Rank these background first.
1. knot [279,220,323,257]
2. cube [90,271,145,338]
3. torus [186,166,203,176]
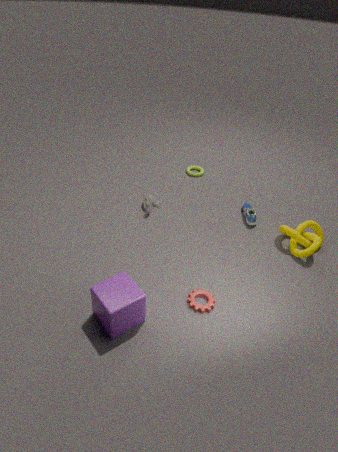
torus [186,166,203,176]
knot [279,220,323,257]
cube [90,271,145,338]
